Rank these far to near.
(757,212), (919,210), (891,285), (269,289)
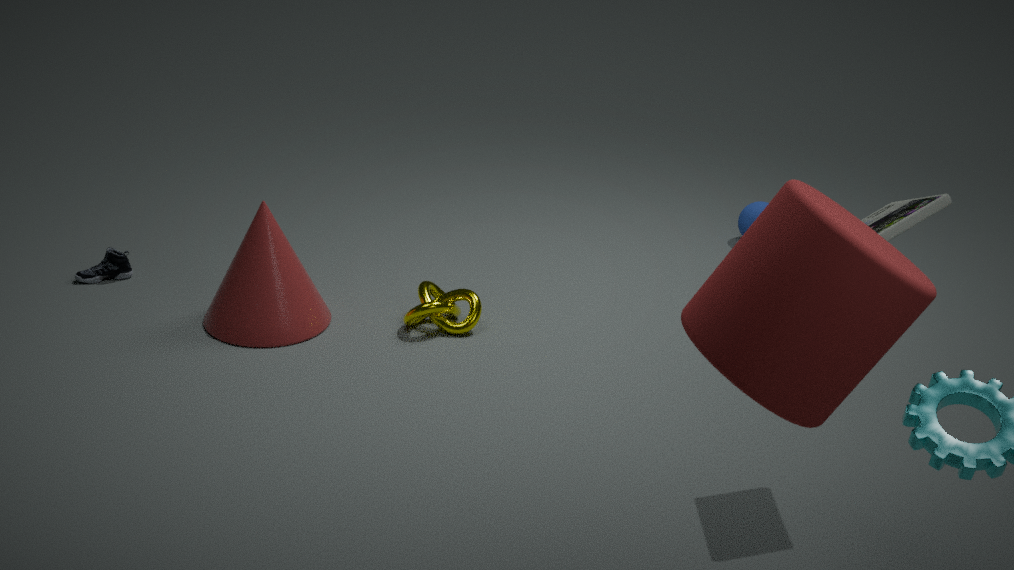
(757,212), (269,289), (919,210), (891,285)
